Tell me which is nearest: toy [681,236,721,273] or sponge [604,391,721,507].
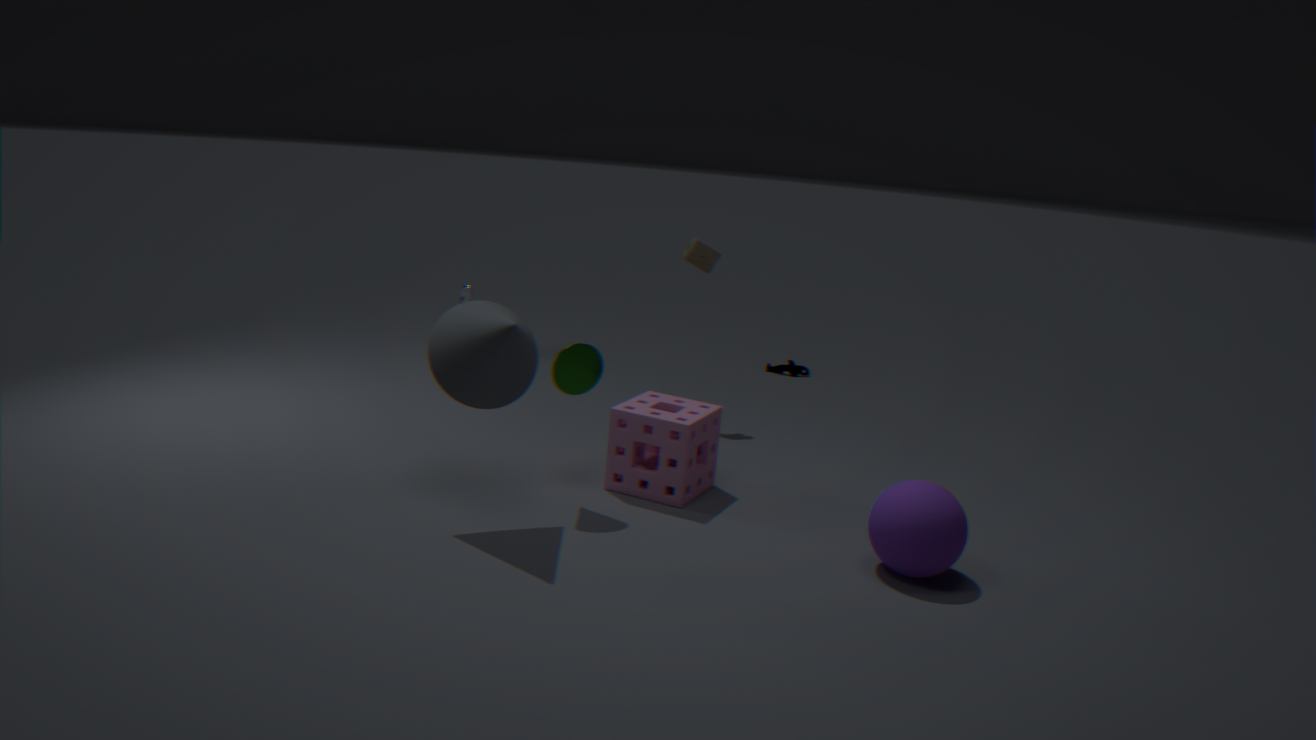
sponge [604,391,721,507]
